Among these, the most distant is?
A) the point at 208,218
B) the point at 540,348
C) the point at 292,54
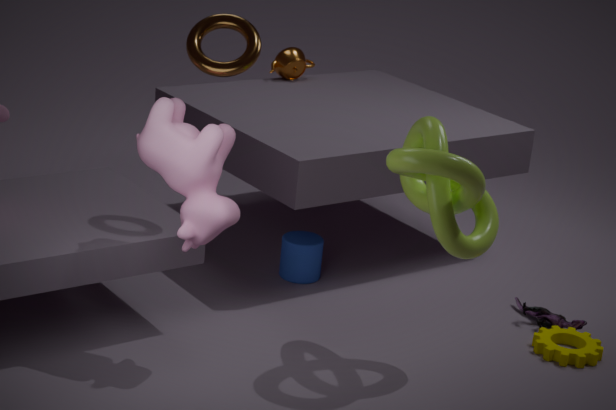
the point at 292,54
